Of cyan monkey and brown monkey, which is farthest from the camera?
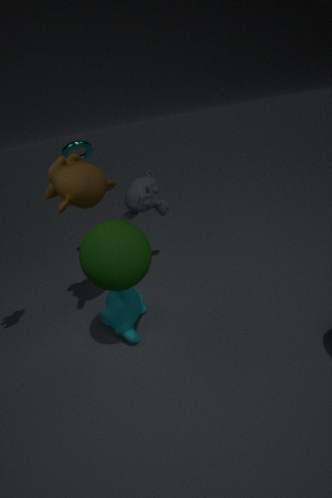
cyan monkey
